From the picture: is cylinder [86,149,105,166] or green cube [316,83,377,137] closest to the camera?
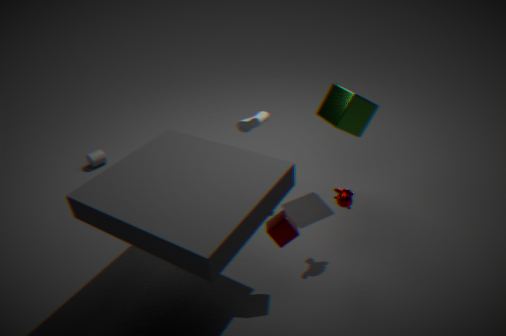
green cube [316,83,377,137]
